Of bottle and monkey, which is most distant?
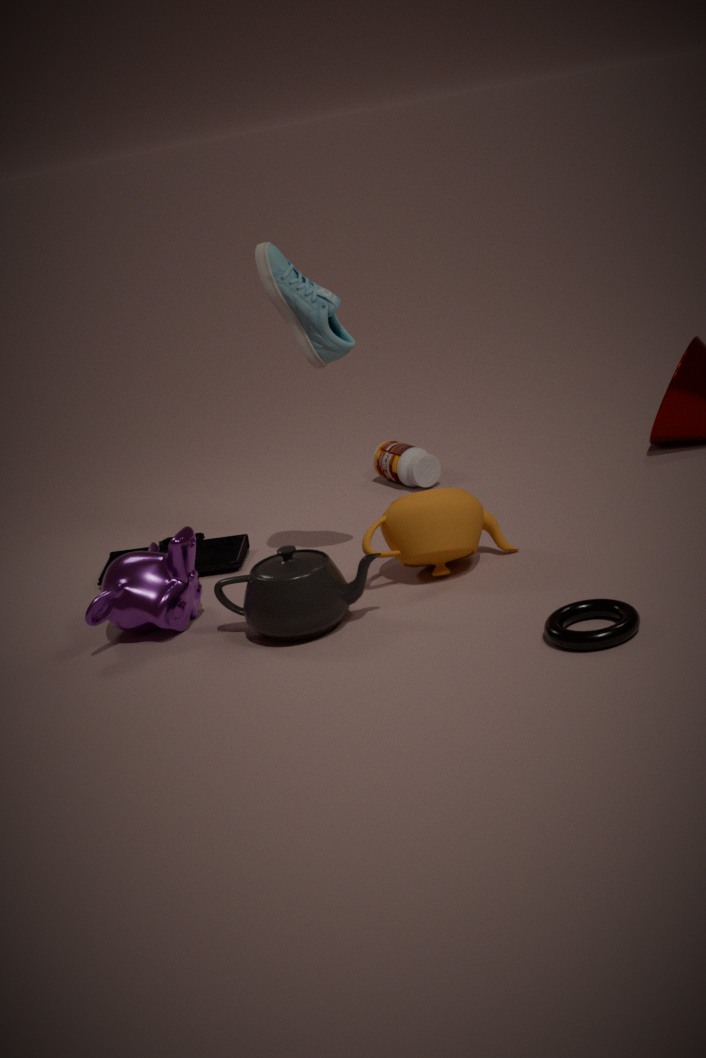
bottle
